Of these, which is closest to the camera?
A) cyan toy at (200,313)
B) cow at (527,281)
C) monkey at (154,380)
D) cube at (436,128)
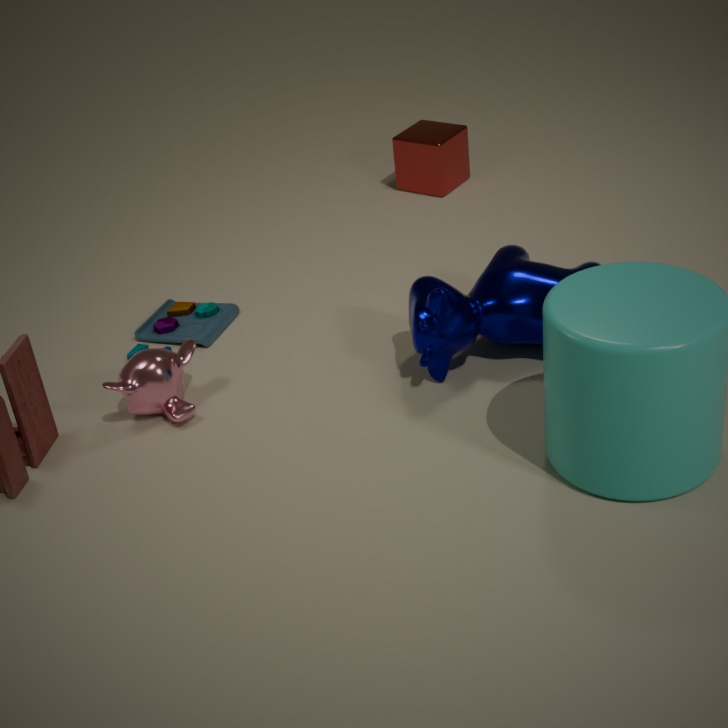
B. cow at (527,281)
